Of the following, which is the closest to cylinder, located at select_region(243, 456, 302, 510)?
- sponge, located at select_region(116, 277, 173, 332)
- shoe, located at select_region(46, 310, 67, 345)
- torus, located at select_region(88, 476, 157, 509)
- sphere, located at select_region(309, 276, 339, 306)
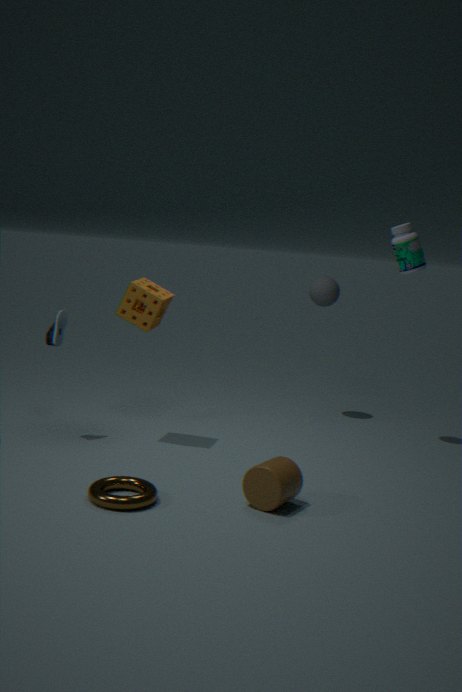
torus, located at select_region(88, 476, 157, 509)
